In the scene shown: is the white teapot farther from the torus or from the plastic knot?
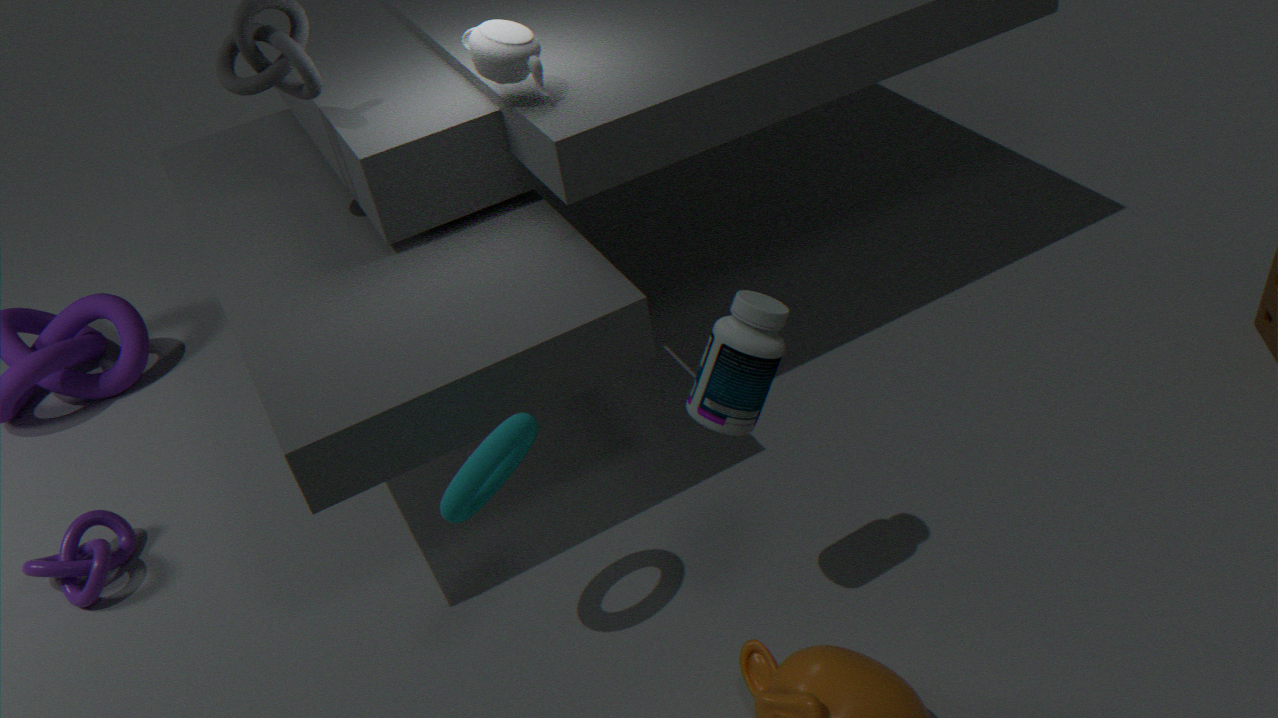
the plastic knot
